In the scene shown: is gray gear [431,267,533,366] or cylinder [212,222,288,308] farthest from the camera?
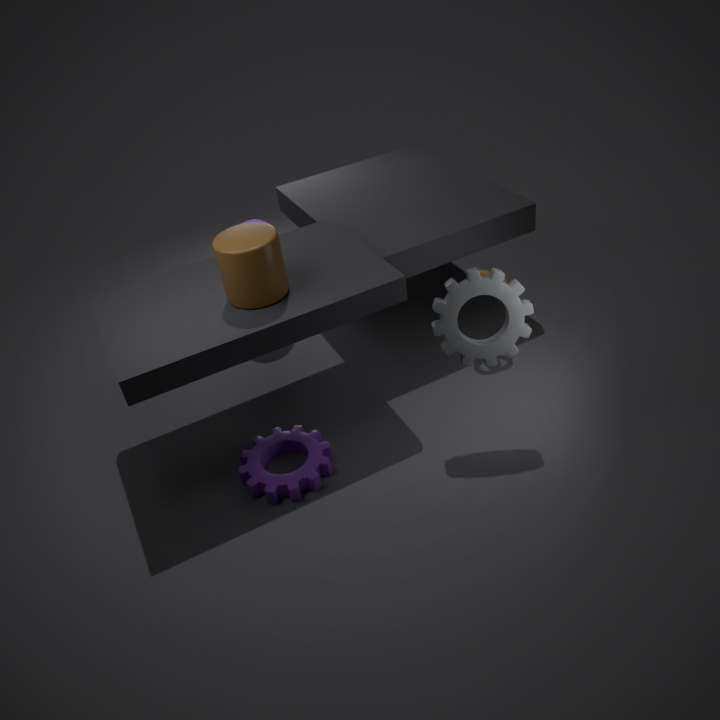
gray gear [431,267,533,366]
